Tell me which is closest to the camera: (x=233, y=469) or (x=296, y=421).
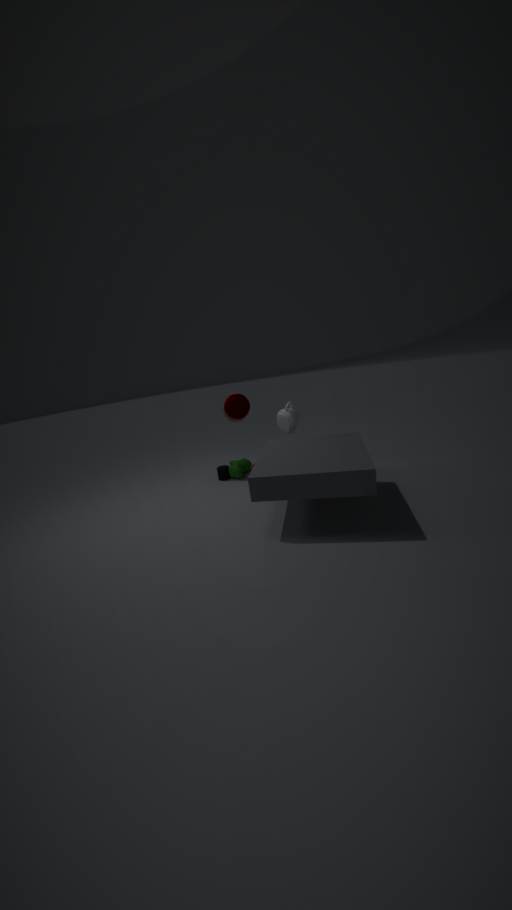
(x=296, y=421)
